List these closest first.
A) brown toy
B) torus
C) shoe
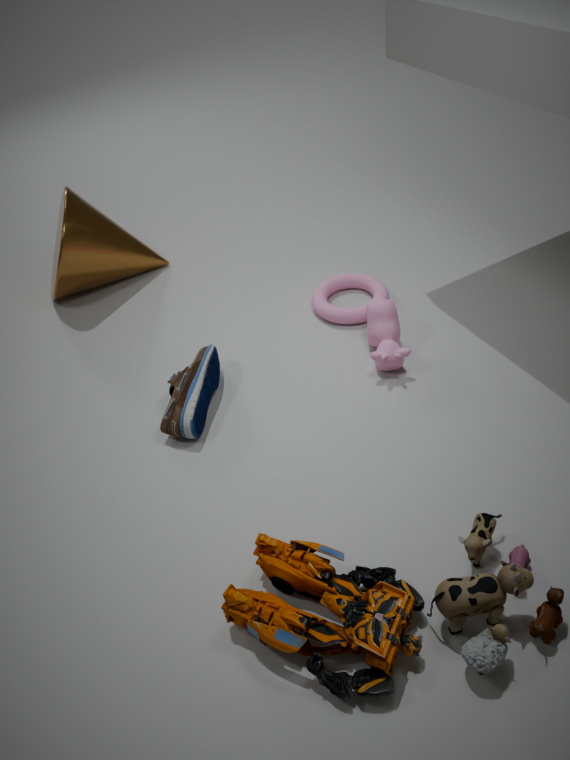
brown toy
shoe
torus
